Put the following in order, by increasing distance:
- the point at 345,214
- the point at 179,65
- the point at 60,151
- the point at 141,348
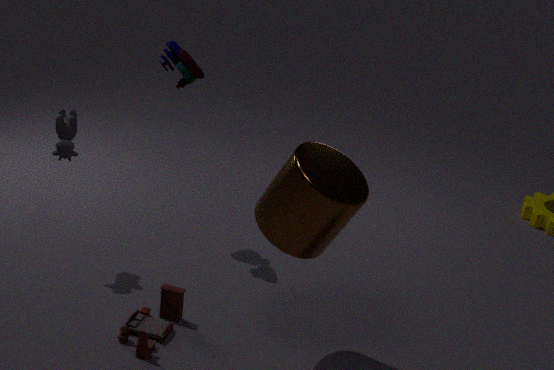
the point at 345,214, the point at 141,348, the point at 60,151, the point at 179,65
